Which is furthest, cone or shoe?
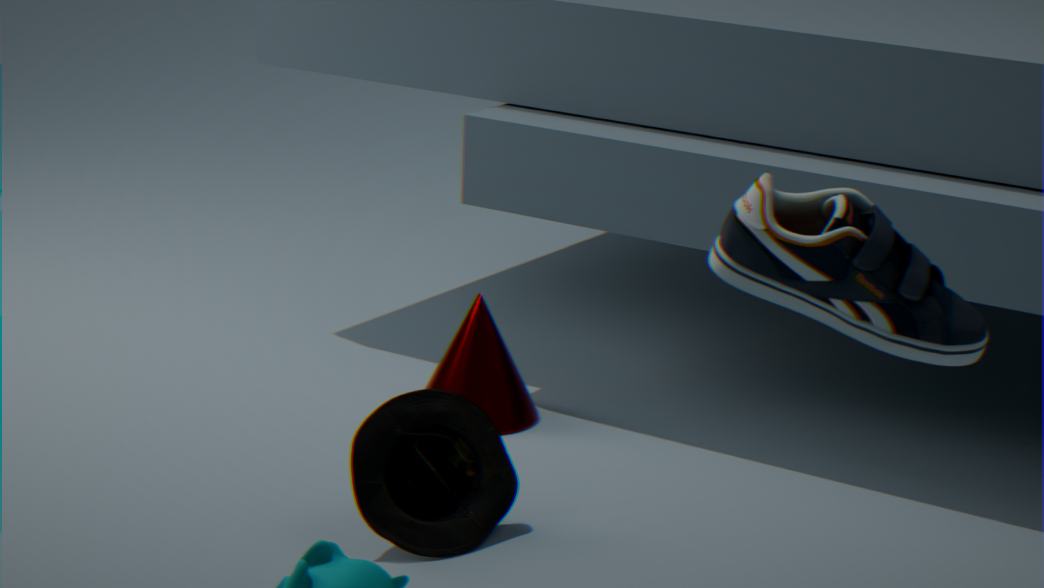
cone
